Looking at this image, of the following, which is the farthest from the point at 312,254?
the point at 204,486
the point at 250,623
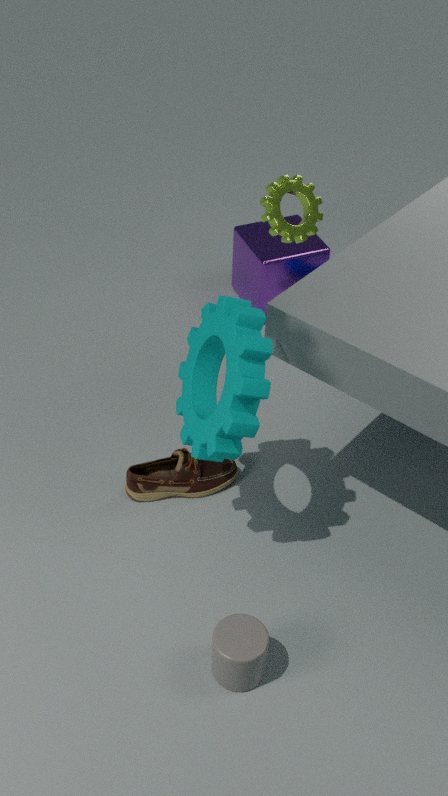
the point at 250,623
